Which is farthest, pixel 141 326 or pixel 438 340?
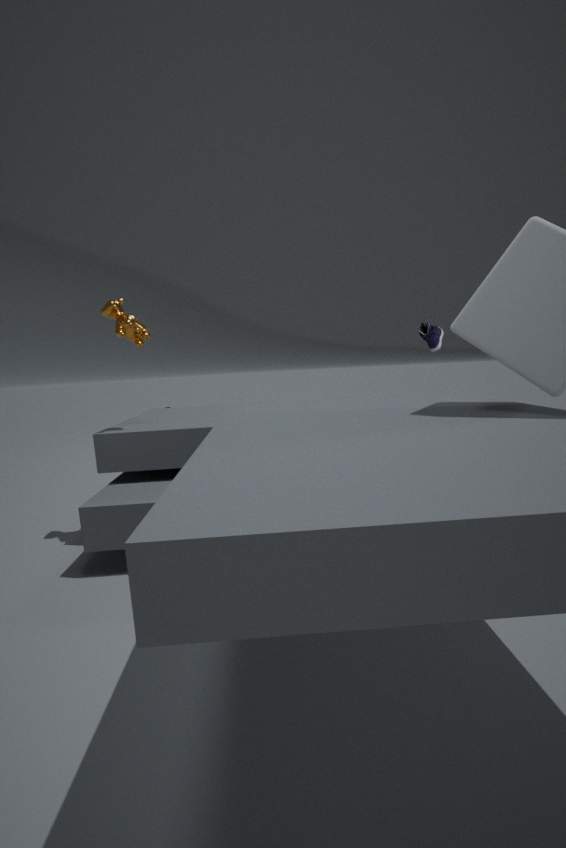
pixel 438 340
